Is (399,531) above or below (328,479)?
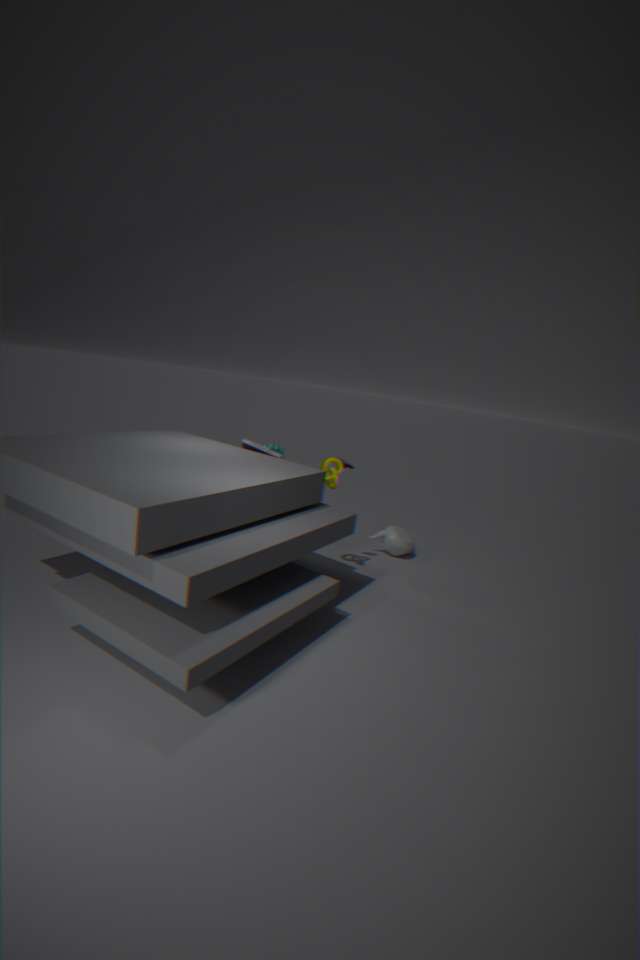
below
